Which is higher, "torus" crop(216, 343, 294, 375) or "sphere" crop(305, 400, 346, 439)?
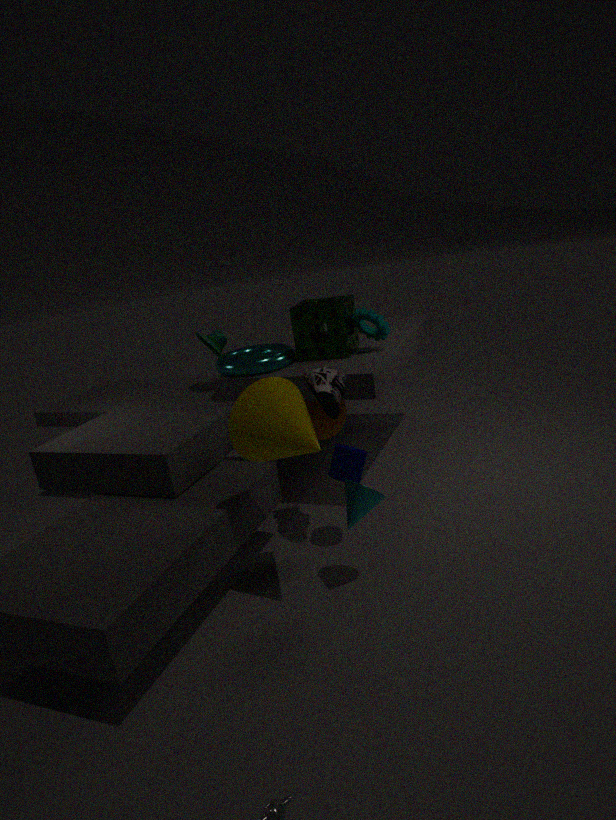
"torus" crop(216, 343, 294, 375)
